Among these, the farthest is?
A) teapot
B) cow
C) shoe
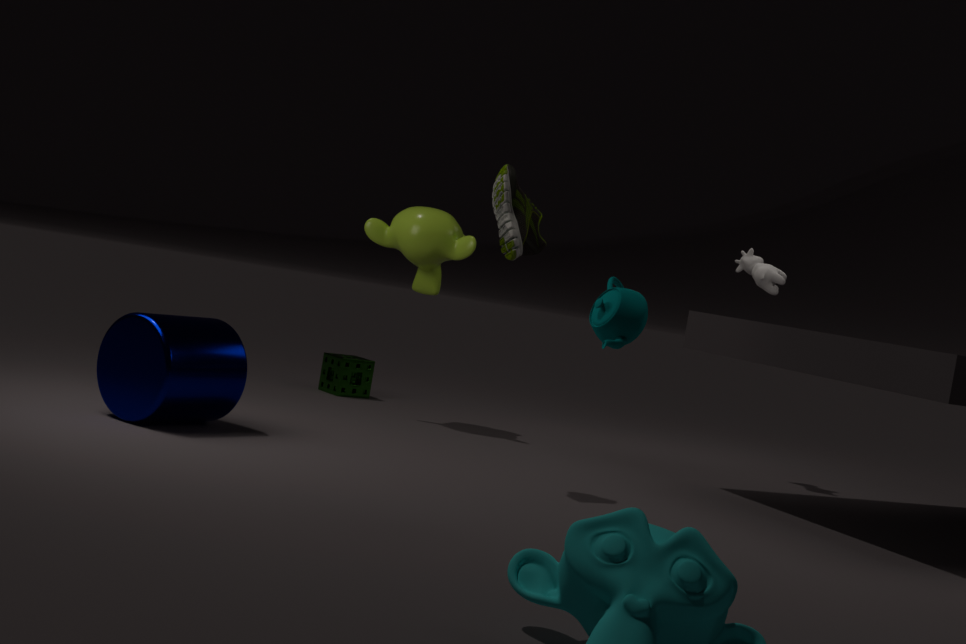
cow
